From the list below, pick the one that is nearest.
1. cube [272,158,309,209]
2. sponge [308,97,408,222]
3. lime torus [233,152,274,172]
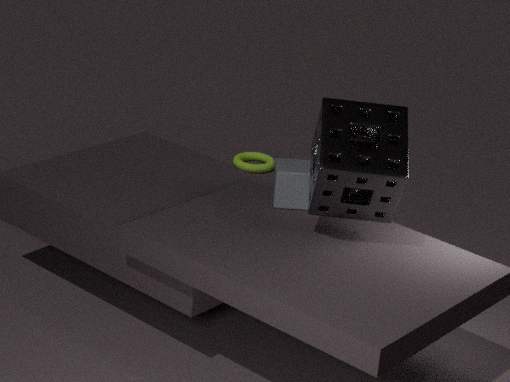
sponge [308,97,408,222]
